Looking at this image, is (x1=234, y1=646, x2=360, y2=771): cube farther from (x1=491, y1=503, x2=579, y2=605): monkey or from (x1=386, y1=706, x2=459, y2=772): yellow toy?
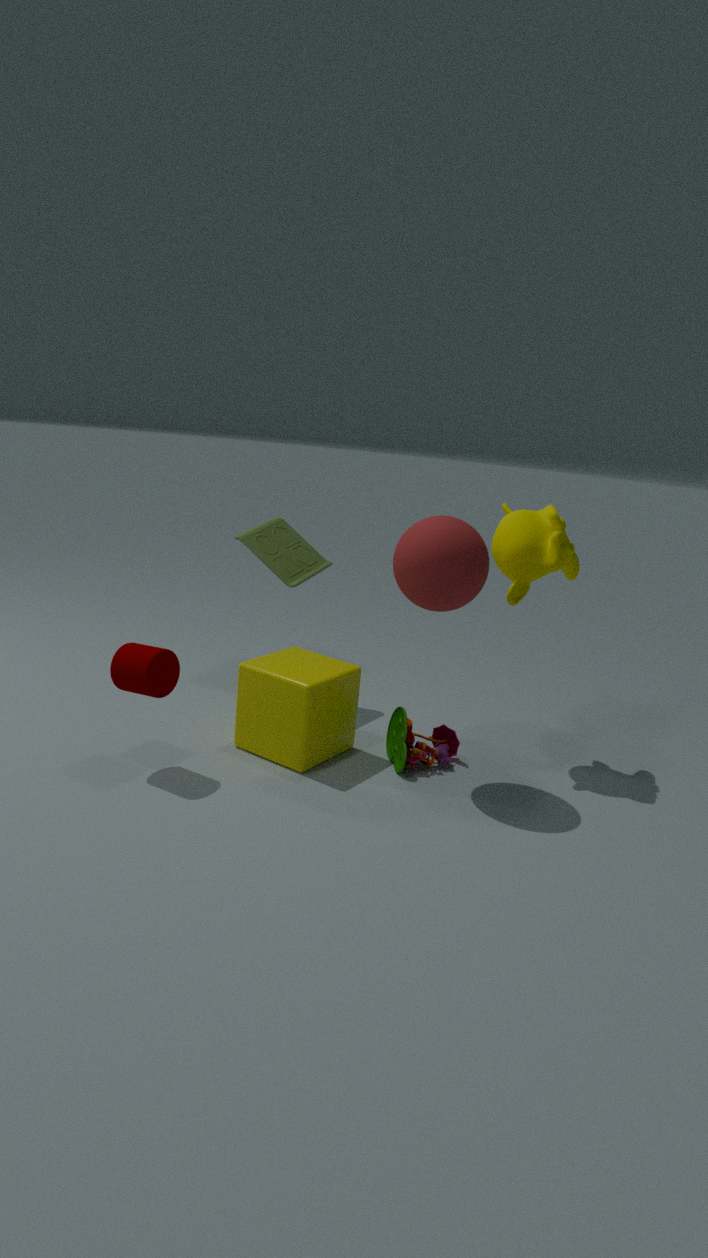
(x1=491, y1=503, x2=579, y2=605): monkey
